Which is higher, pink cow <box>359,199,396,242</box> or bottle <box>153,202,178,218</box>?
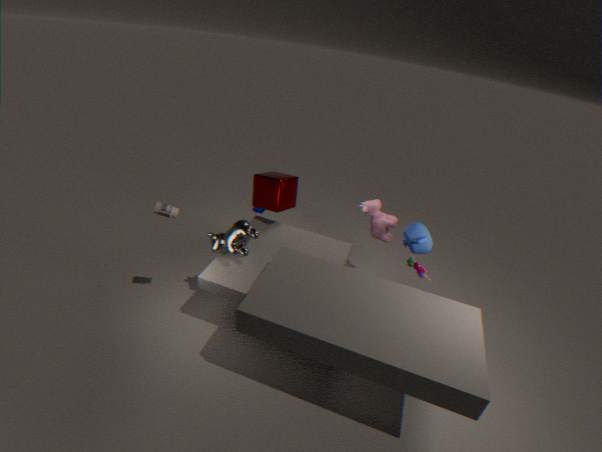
bottle <box>153,202,178,218</box>
